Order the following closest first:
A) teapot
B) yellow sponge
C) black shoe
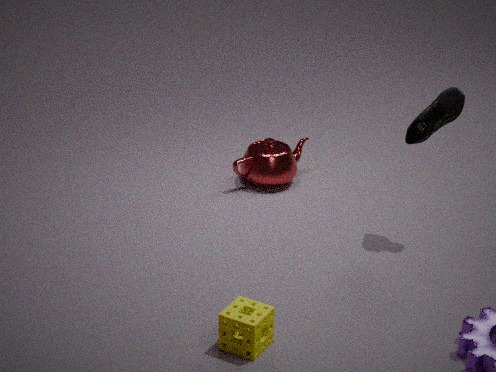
yellow sponge
black shoe
teapot
